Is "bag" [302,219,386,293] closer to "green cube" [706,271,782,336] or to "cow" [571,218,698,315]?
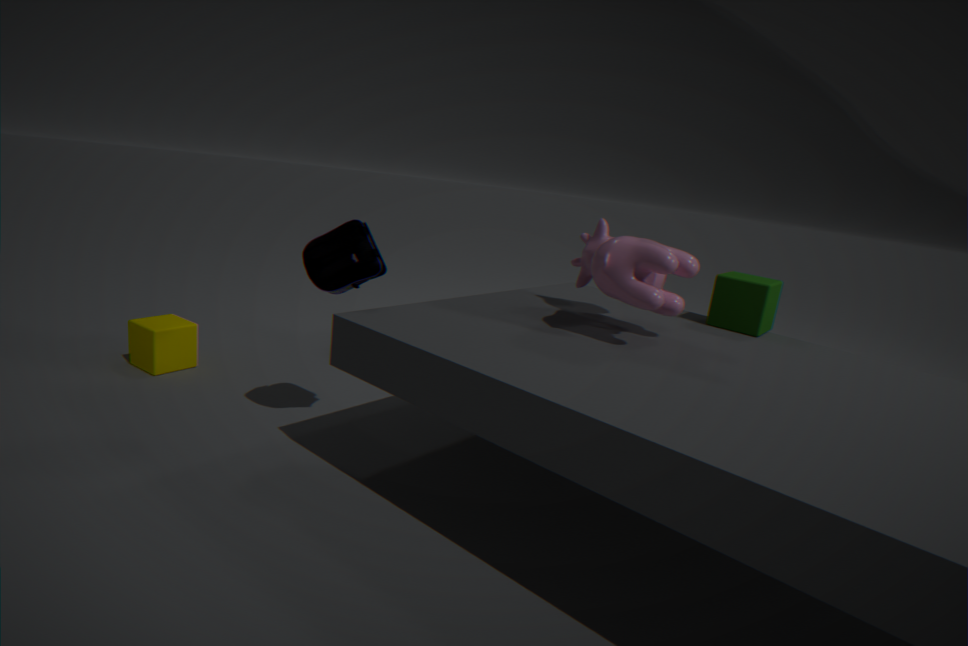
"cow" [571,218,698,315]
